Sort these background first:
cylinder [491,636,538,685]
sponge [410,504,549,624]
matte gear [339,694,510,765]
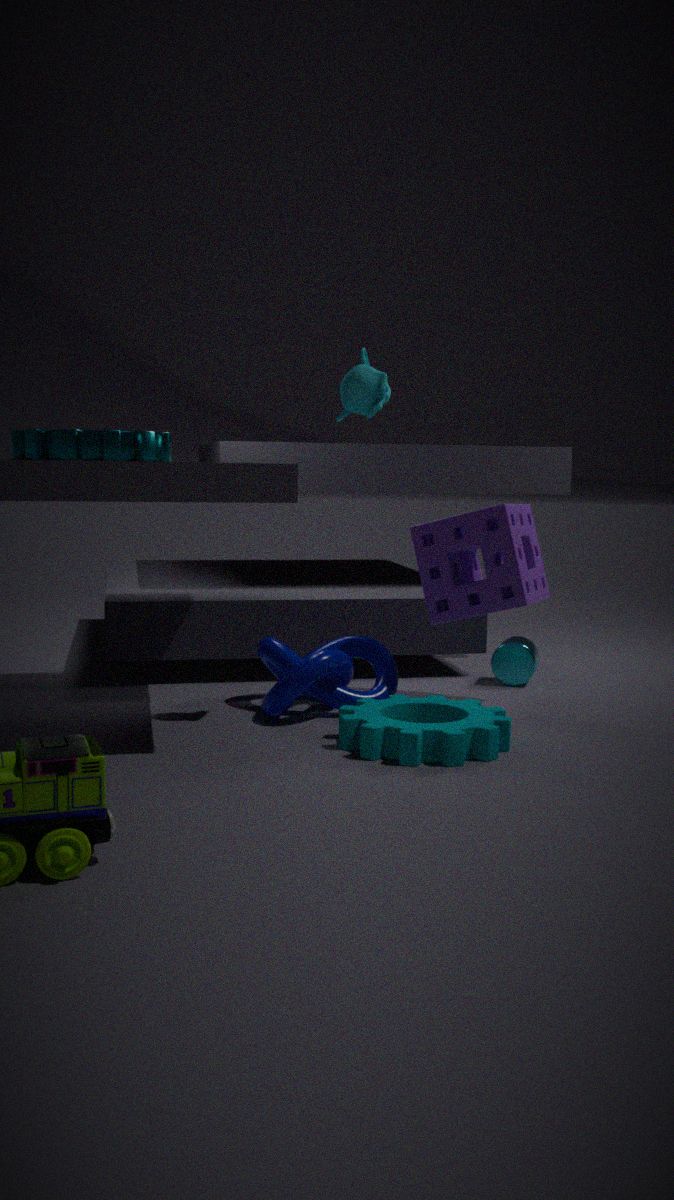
cylinder [491,636,538,685] → sponge [410,504,549,624] → matte gear [339,694,510,765]
